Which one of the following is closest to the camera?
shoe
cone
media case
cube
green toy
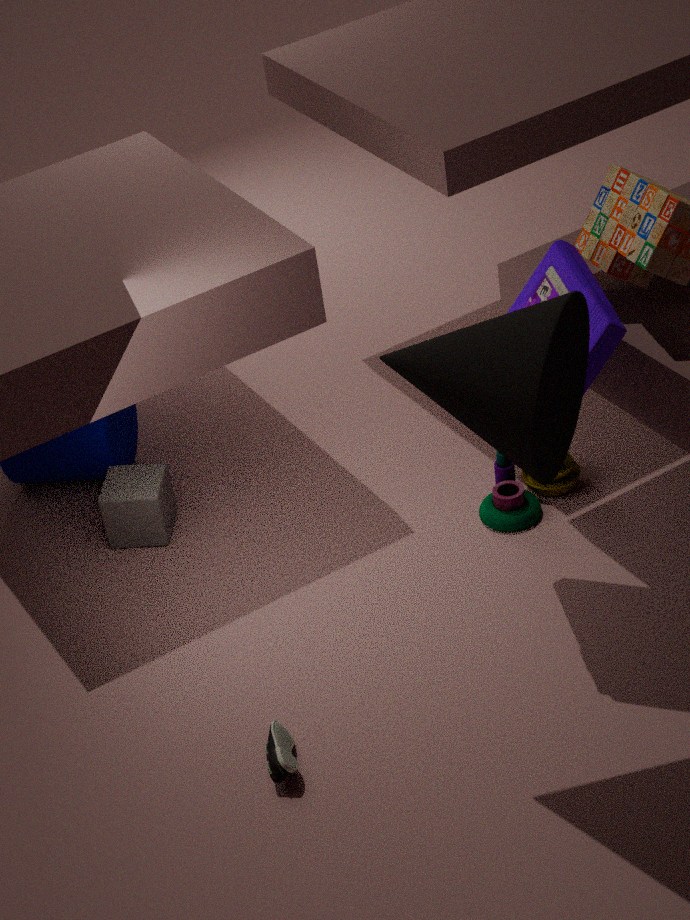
cone
